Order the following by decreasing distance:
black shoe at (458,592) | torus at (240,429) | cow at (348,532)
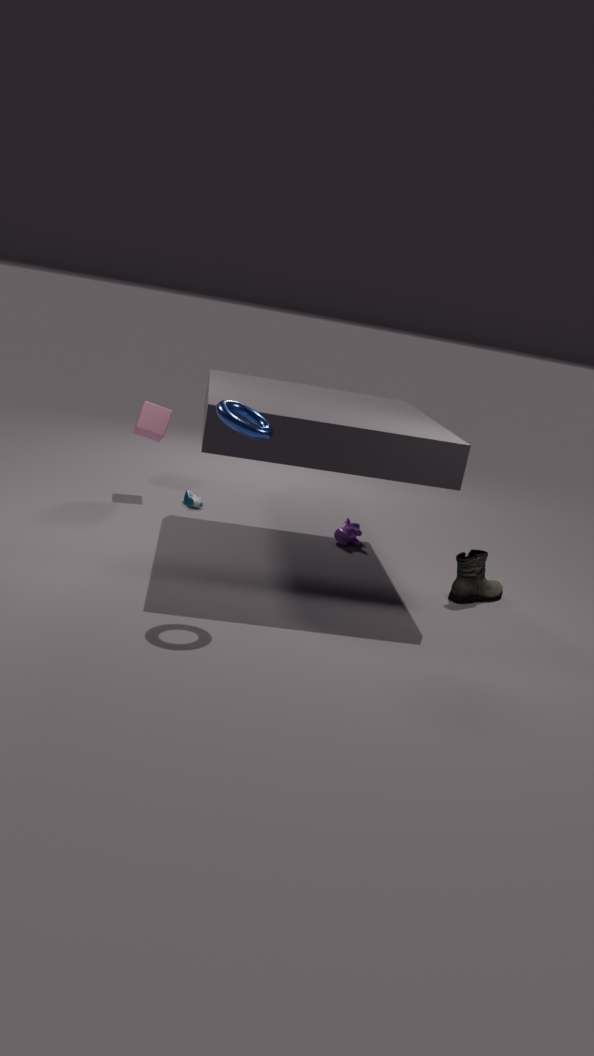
cow at (348,532) < black shoe at (458,592) < torus at (240,429)
